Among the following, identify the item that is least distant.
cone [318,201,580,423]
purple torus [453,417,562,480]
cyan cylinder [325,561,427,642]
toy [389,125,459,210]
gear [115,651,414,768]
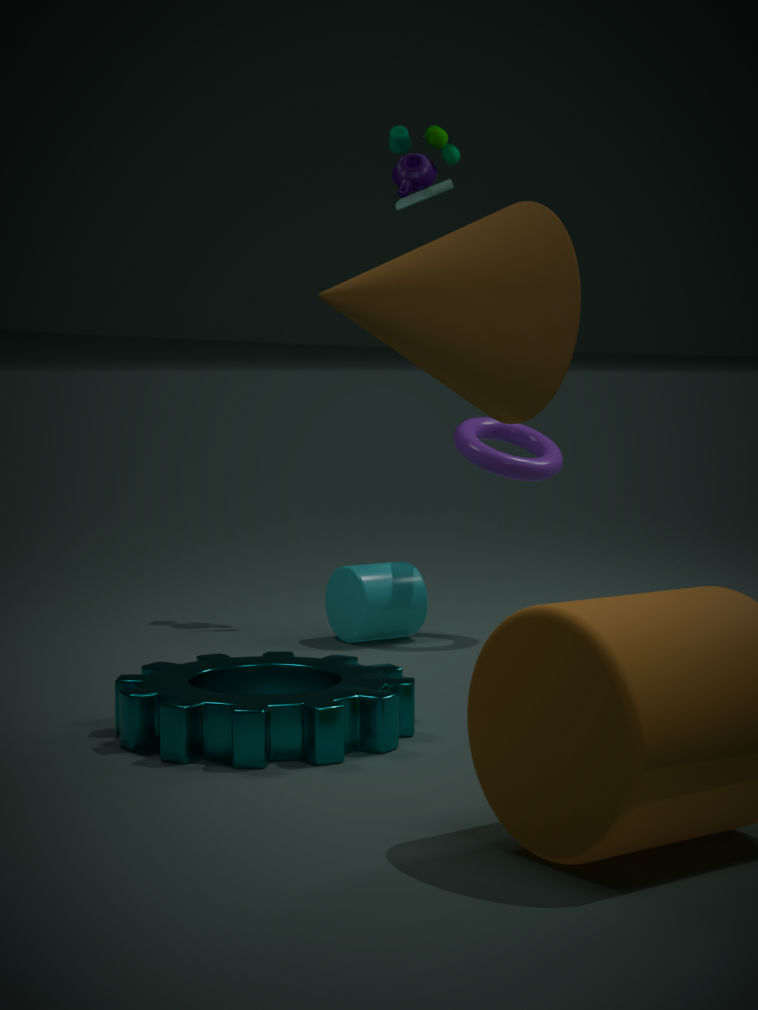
gear [115,651,414,768]
